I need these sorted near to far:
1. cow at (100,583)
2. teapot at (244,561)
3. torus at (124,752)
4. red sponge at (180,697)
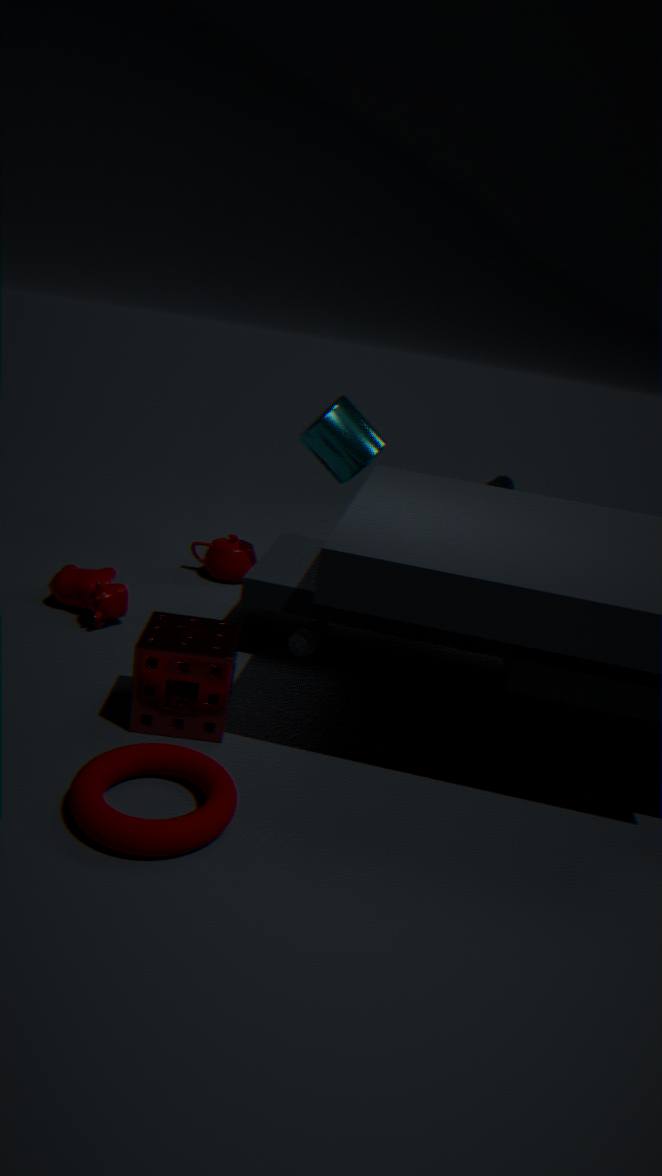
torus at (124,752) < red sponge at (180,697) < cow at (100,583) < teapot at (244,561)
